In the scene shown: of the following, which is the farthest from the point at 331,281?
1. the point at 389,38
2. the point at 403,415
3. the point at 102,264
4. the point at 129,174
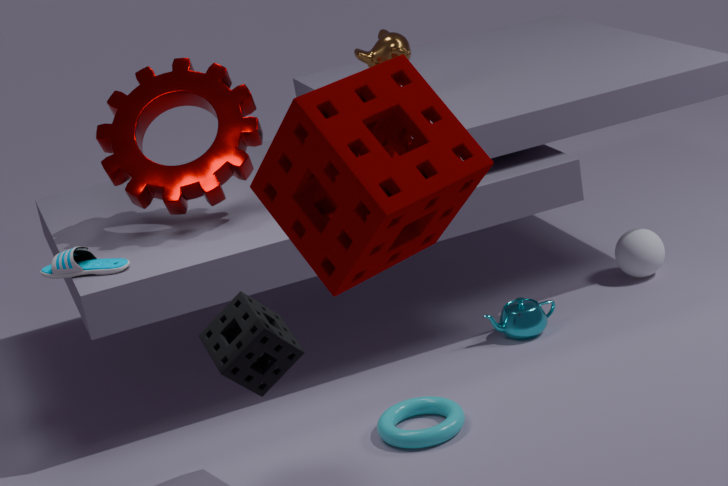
the point at 389,38
